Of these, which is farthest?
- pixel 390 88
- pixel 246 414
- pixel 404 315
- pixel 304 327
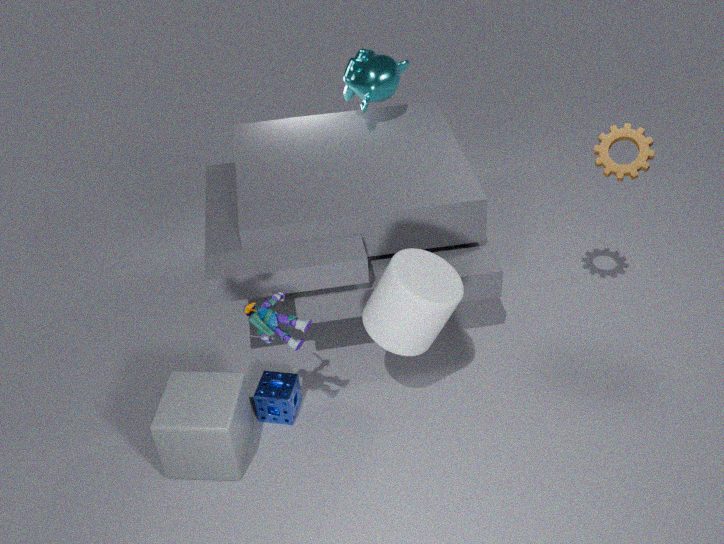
pixel 390 88
